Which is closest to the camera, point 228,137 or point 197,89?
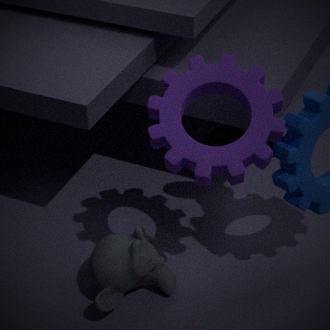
point 197,89
